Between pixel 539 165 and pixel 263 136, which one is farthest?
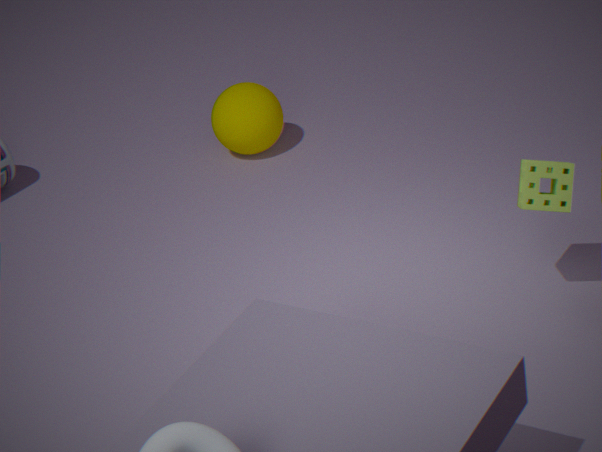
pixel 263 136
